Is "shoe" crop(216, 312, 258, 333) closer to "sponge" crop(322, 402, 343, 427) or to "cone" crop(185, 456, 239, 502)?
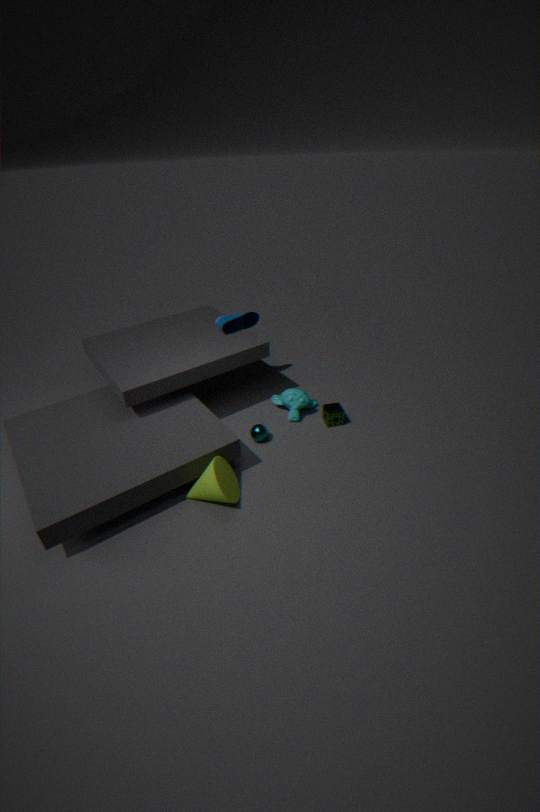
"sponge" crop(322, 402, 343, 427)
